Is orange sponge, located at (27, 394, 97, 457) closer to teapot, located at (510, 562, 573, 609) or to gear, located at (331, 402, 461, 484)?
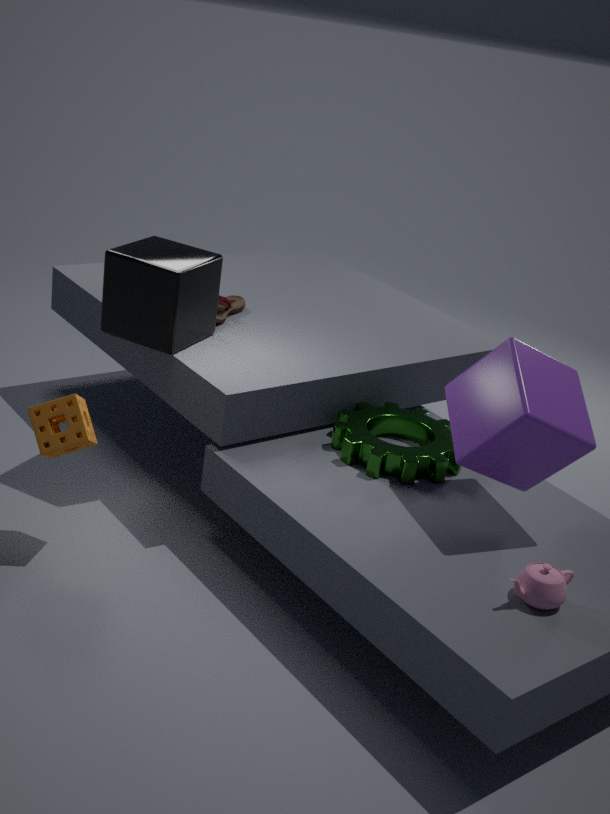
gear, located at (331, 402, 461, 484)
